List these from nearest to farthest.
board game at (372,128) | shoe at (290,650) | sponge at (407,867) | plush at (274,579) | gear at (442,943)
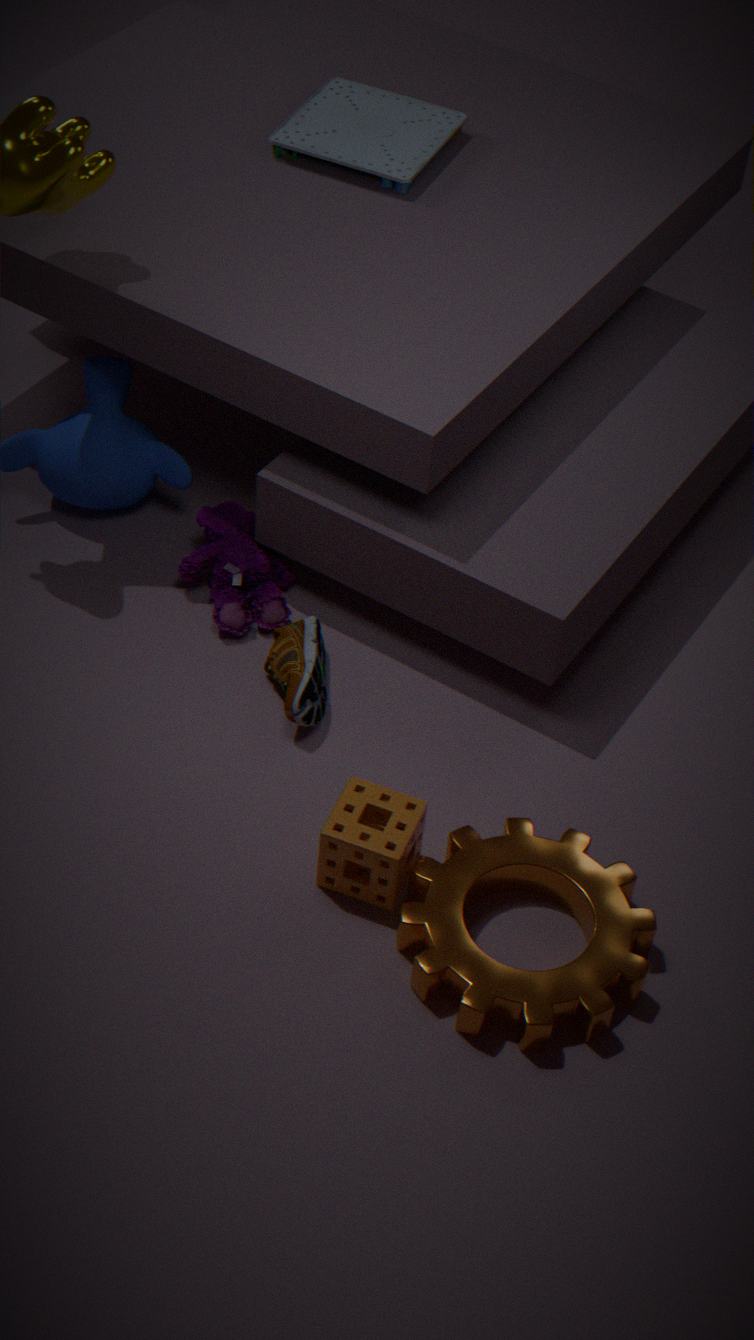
gear at (442,943)
sponge at (407,867)
shoe at (290,650)
plush at (274,579)
board game at (372,128)
